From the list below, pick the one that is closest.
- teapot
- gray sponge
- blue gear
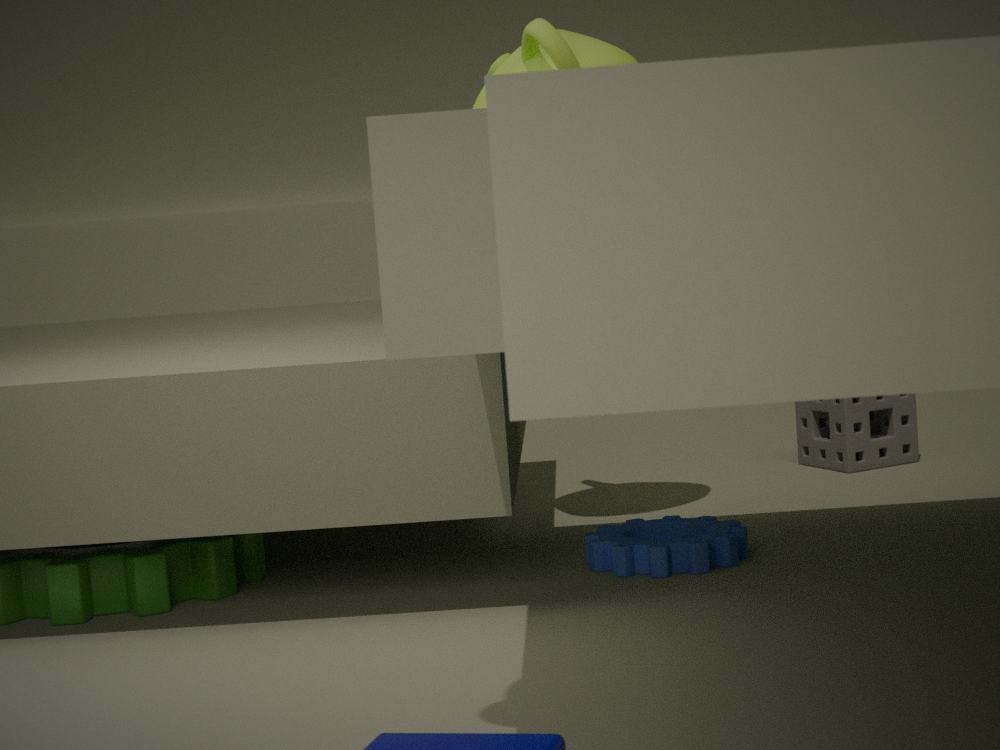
blue gear
